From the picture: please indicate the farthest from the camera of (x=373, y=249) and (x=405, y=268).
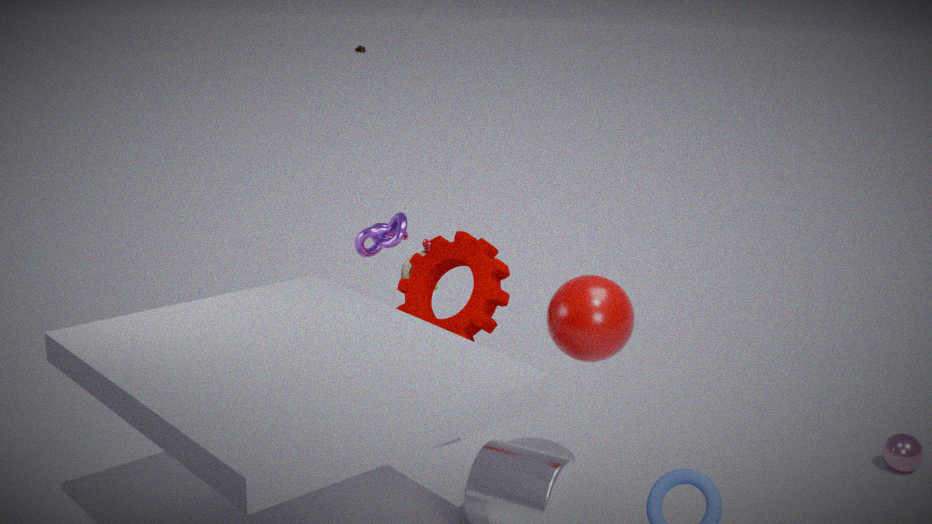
(x=405, y=268)
